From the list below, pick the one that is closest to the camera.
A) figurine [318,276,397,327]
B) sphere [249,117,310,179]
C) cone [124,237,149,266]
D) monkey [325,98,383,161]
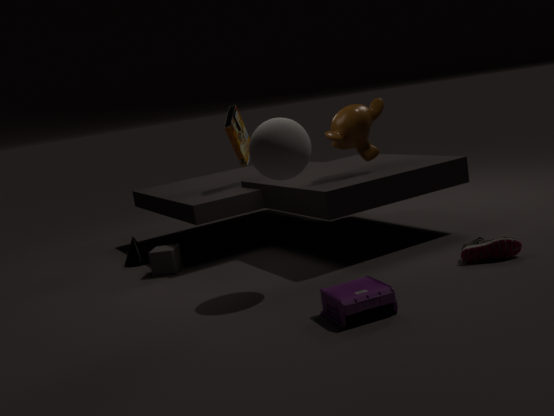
figurine [318,276,397,327]
